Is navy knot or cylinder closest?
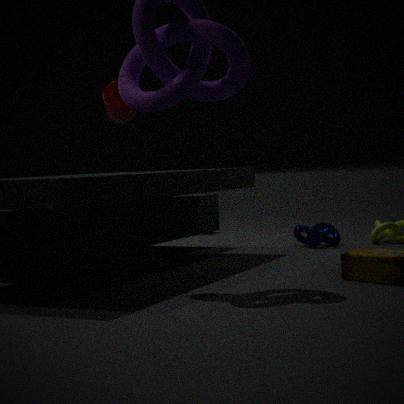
cylinder
